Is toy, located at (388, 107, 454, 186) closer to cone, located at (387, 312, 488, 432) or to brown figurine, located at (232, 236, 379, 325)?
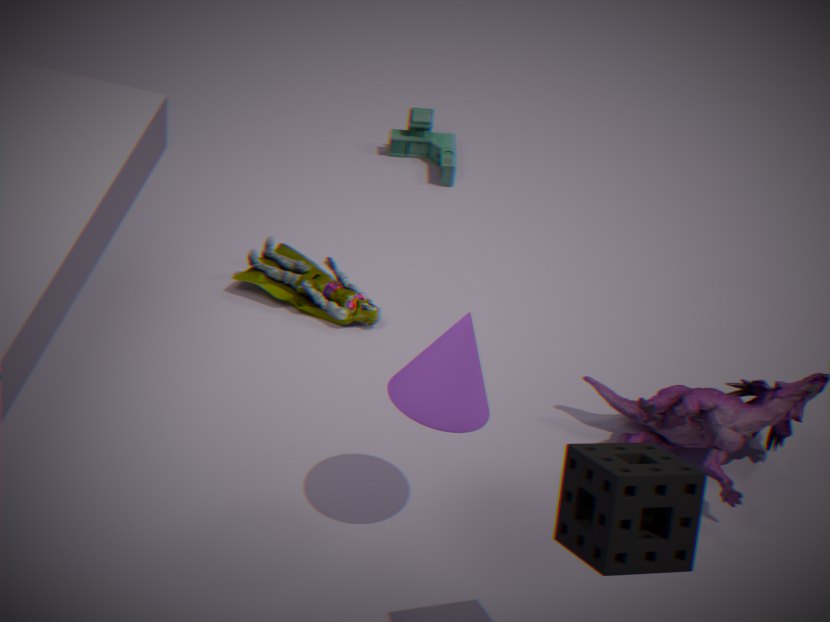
brown figurine, located at (232, 236, 379, 325)
